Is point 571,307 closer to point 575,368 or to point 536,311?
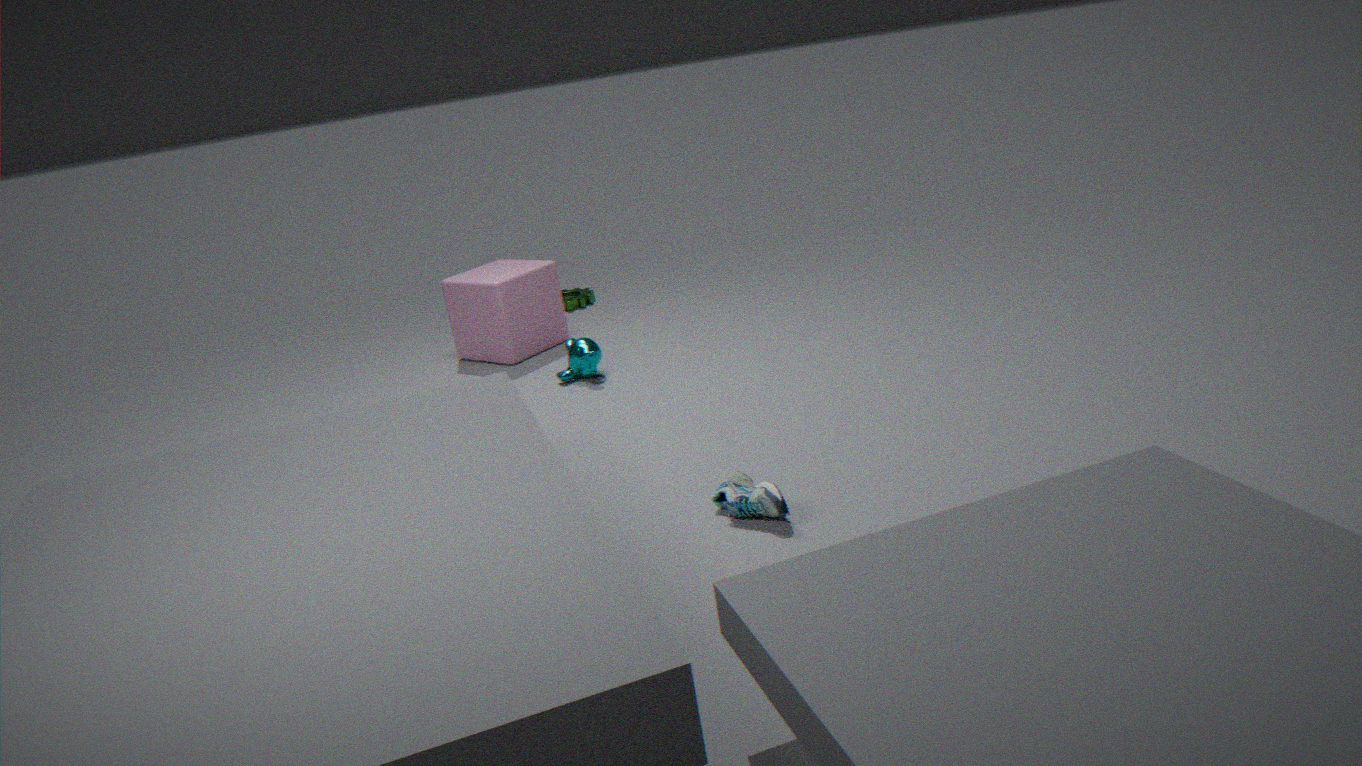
point 536,311
